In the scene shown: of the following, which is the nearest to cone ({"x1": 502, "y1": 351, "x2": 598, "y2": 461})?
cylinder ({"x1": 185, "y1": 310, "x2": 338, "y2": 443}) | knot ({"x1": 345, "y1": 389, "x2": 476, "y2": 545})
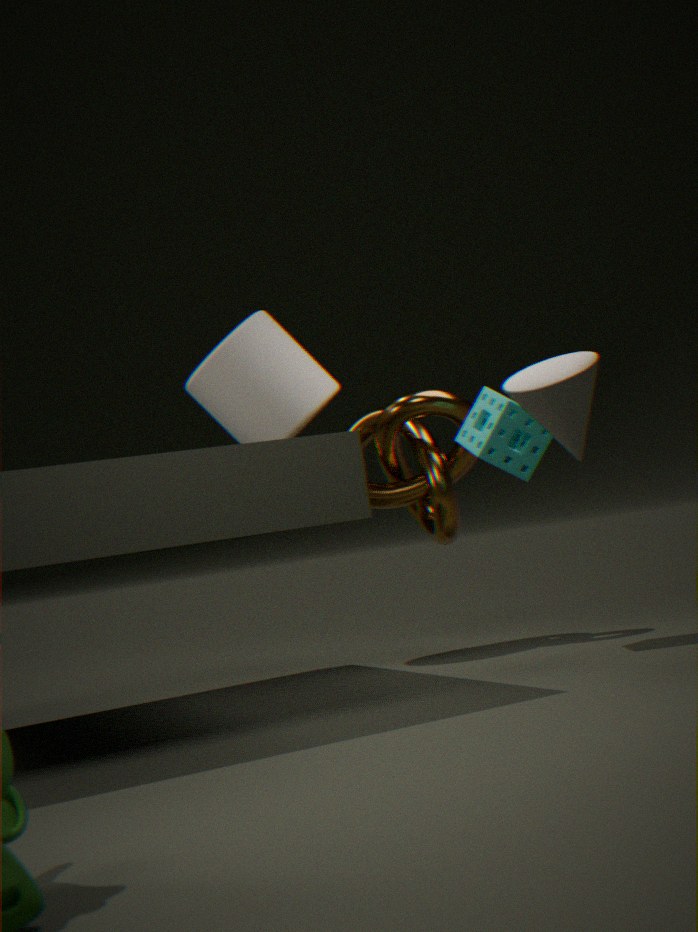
knot ({"x1": 345, "y1": 389, "x2": 476, "y2": 545})
